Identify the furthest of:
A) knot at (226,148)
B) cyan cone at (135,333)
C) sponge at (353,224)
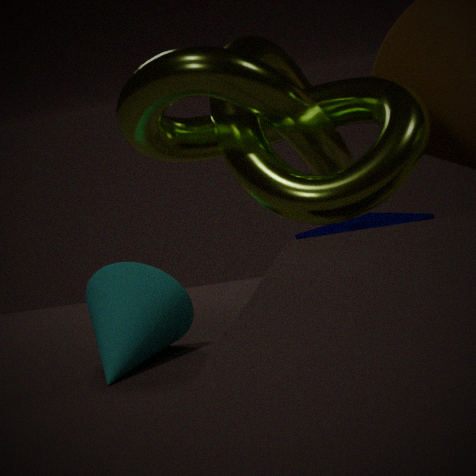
sponge at (353,224)
